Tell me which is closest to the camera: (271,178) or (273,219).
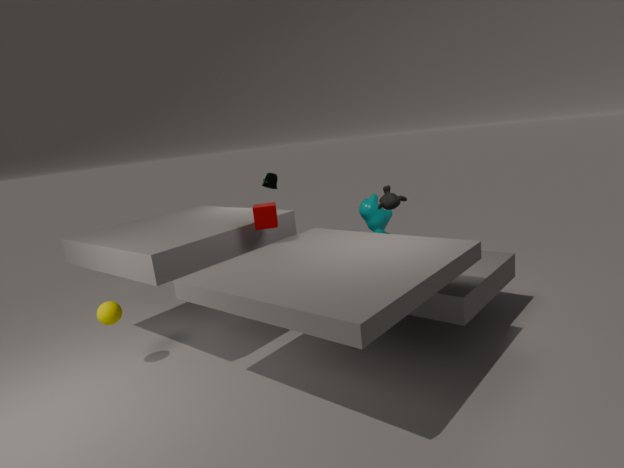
(273,219)
